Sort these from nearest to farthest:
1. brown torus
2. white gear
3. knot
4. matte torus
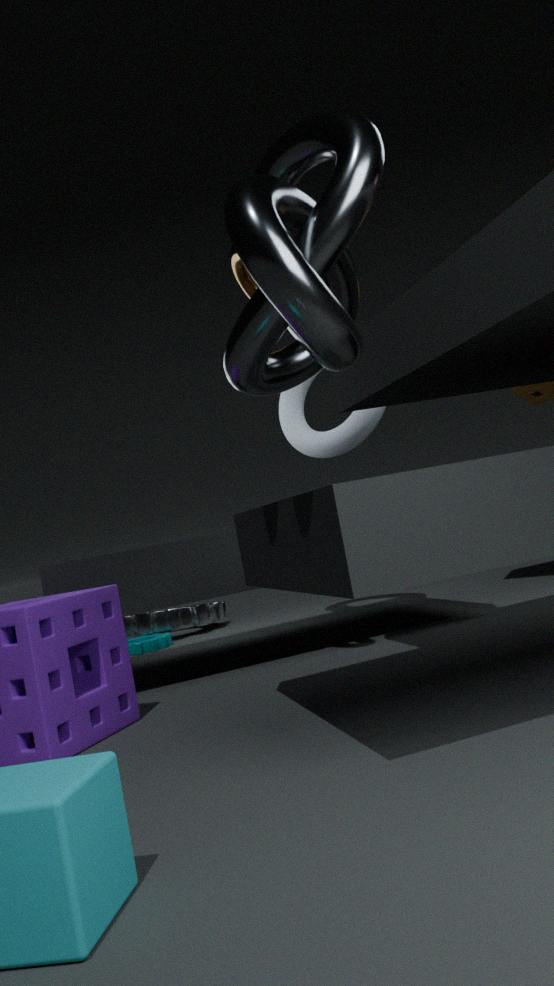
knot → brown torus → matte torus → white gear
